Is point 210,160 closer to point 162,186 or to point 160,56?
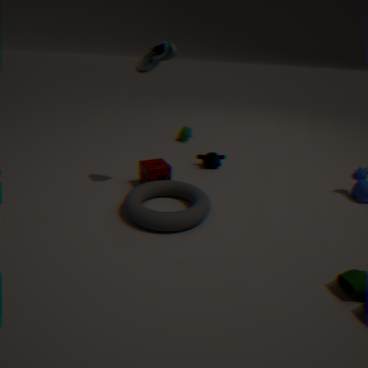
point 162,186
